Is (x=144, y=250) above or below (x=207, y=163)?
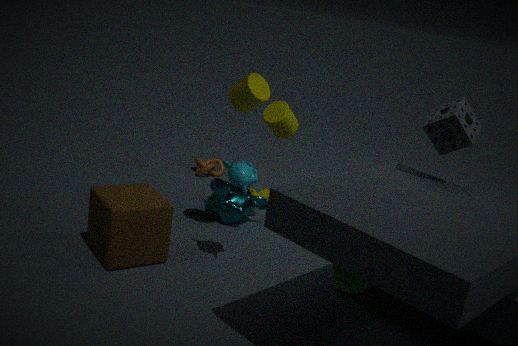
above
